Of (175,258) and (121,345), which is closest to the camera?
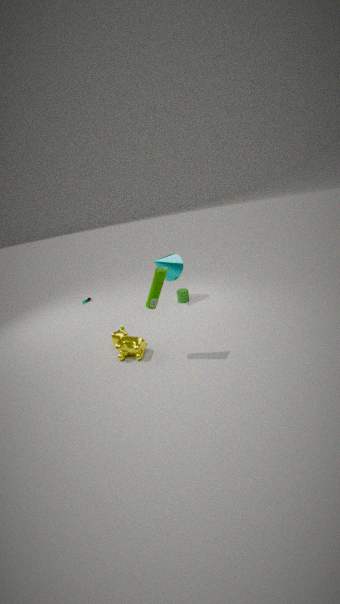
(121,345)
